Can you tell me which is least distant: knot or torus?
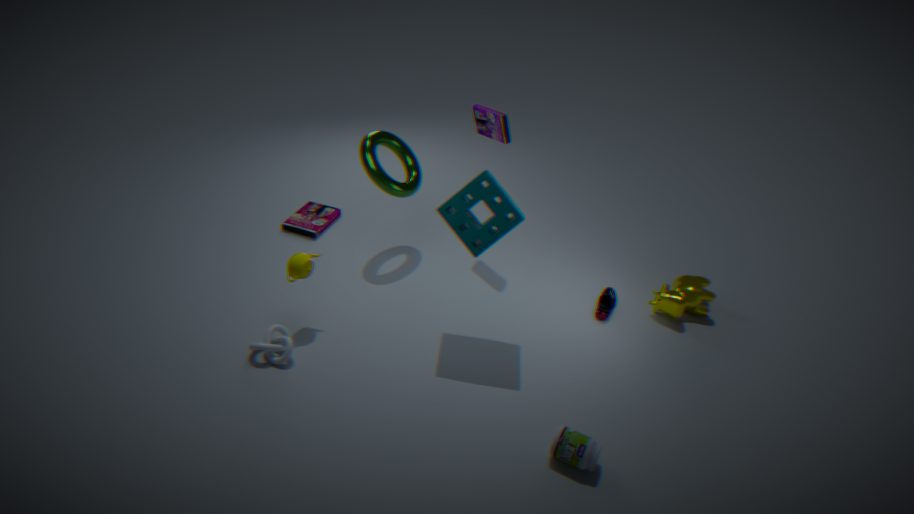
knot
